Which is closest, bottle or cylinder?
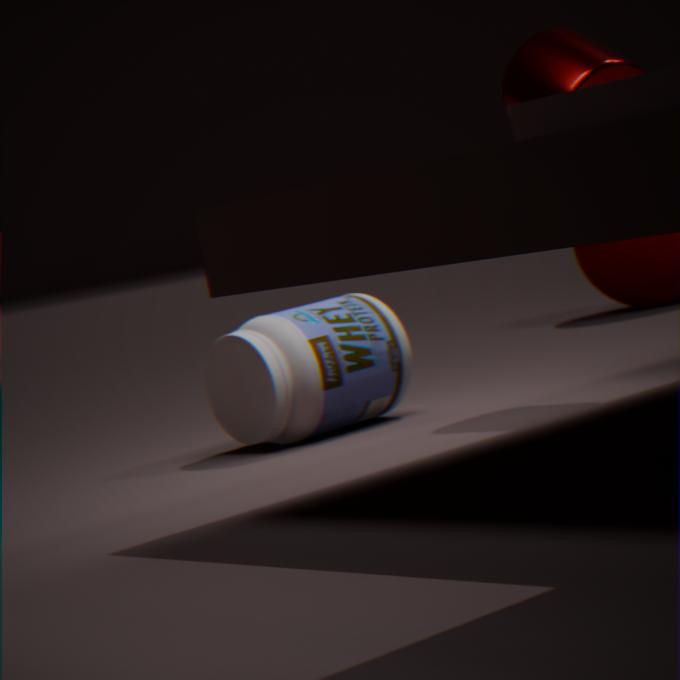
cylinder
